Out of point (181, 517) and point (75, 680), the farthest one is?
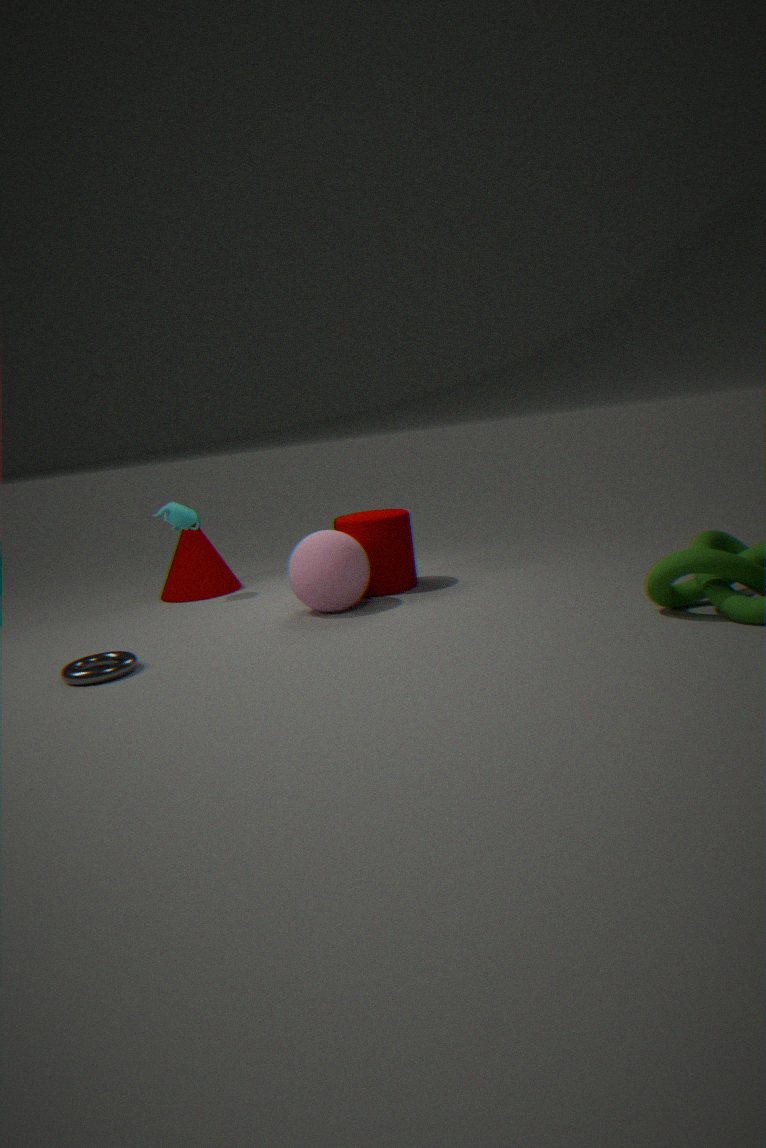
point (181, 517)
